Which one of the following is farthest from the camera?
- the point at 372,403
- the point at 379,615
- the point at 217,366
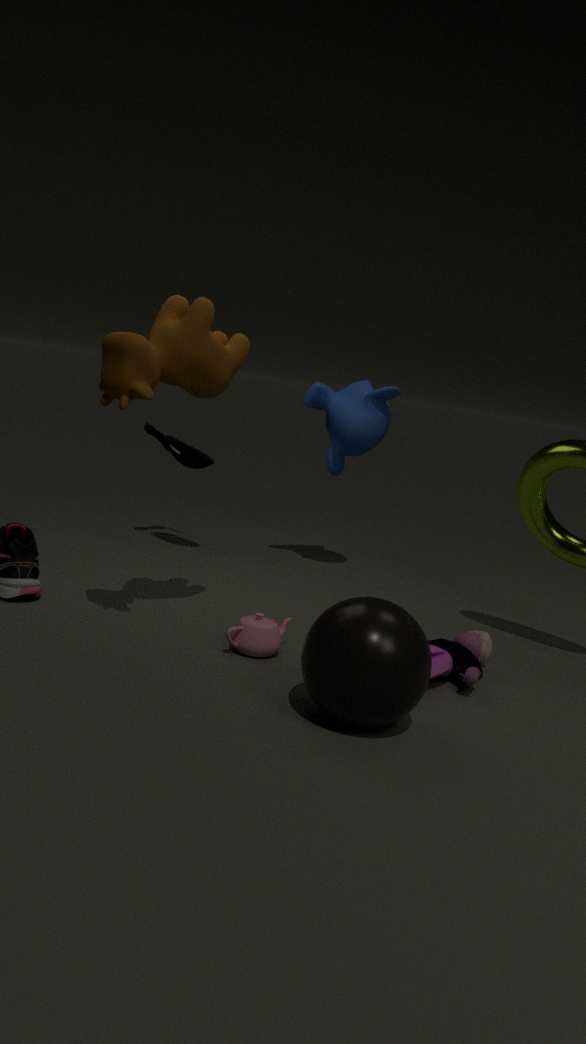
the point at 372,403
